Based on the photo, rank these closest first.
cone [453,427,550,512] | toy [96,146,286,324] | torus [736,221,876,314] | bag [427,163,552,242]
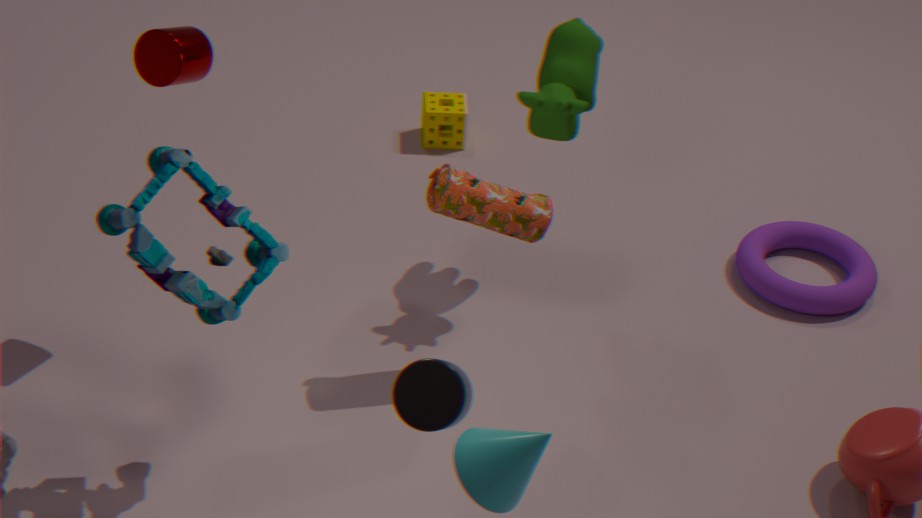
cone [453,427,550,512]
toy [96,146,286,324]
bag [427,163,552,242]
torus [736,221,876,314]
